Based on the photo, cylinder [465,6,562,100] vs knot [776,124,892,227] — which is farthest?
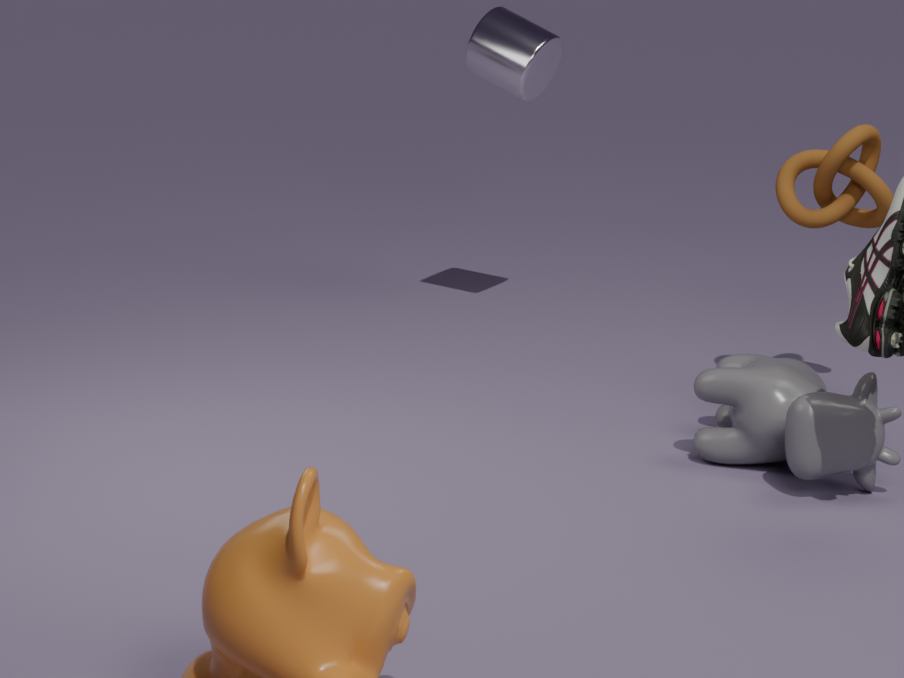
cylinder [465,6,562,100]
